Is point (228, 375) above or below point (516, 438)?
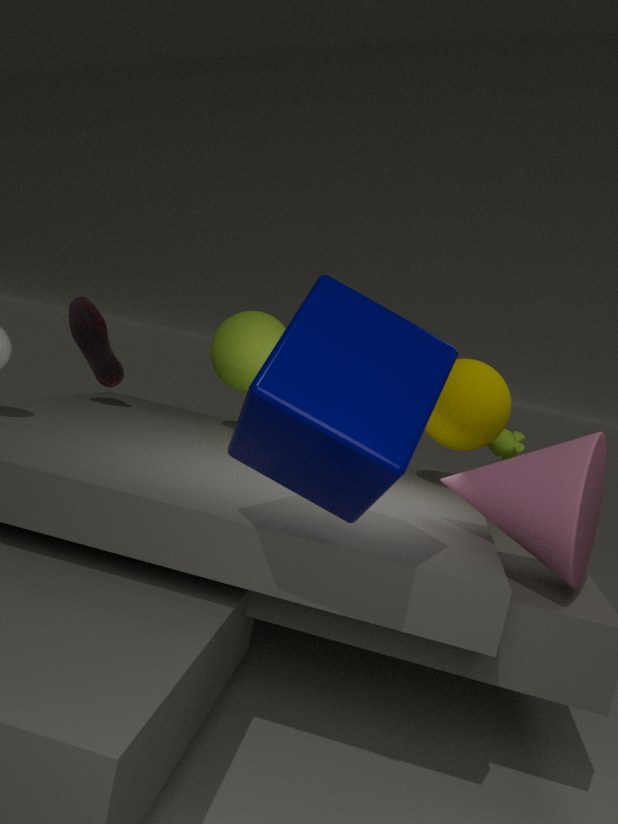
above
